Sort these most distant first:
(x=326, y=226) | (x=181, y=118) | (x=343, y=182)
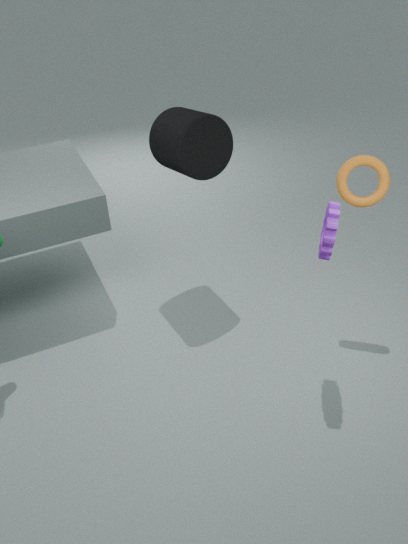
(x=181, y=118) → (x=343, y=182) → (x=326, y=226)
